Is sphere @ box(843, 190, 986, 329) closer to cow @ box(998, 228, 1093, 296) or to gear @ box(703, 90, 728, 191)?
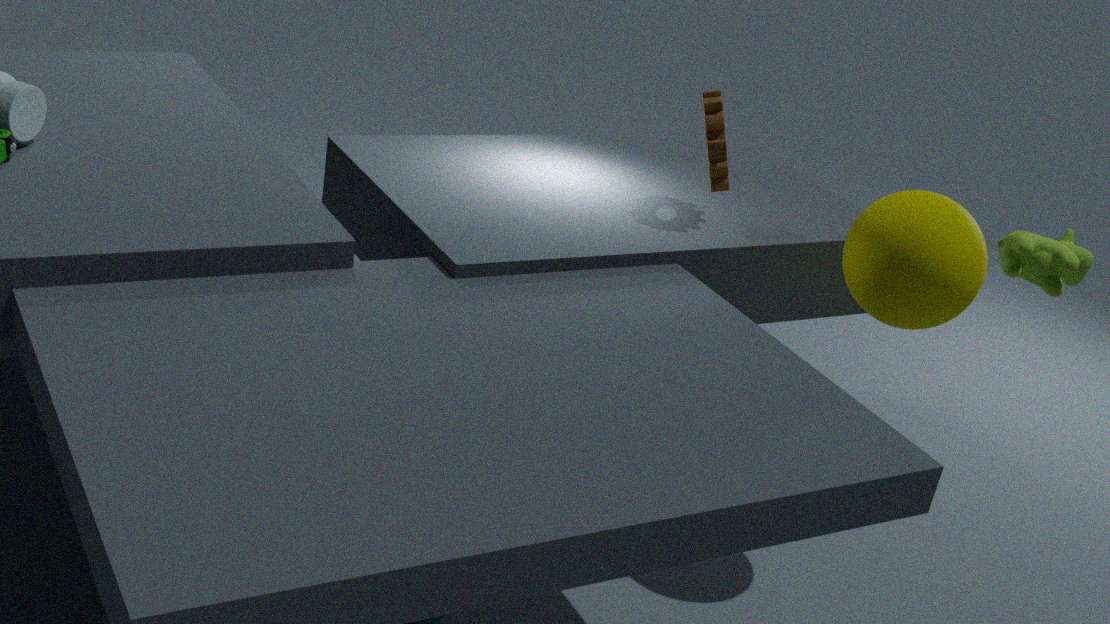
cow @ box(998, 228, 1093, 296)
